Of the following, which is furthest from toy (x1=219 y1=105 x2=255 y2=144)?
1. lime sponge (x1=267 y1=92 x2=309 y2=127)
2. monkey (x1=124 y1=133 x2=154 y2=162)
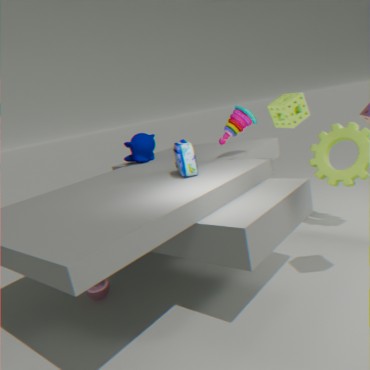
monkey (x1=124 y1=133 x2=154 y2=162)
